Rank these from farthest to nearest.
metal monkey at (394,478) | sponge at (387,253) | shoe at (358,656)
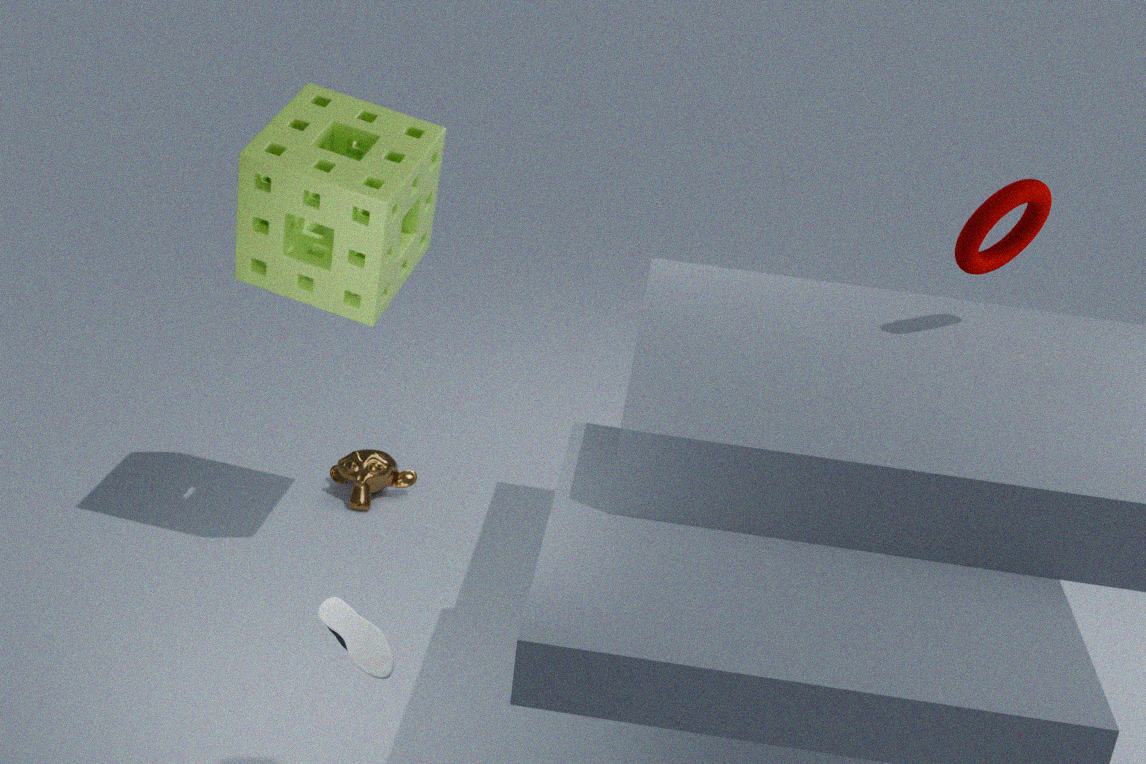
metal monkey at (394,478)
sponge at (387,253)
shoe at (358,656)
